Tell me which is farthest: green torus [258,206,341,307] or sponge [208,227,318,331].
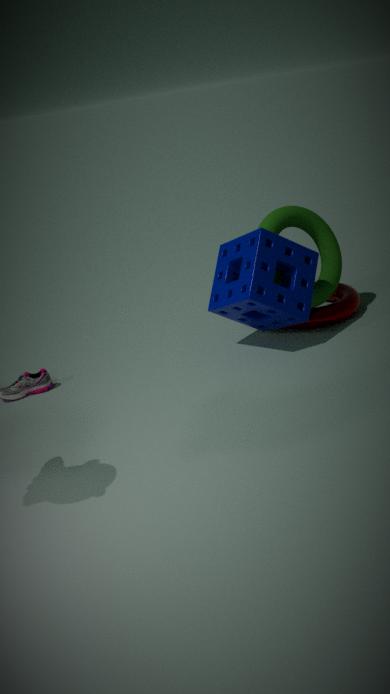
green torus [258,206,341,307]
